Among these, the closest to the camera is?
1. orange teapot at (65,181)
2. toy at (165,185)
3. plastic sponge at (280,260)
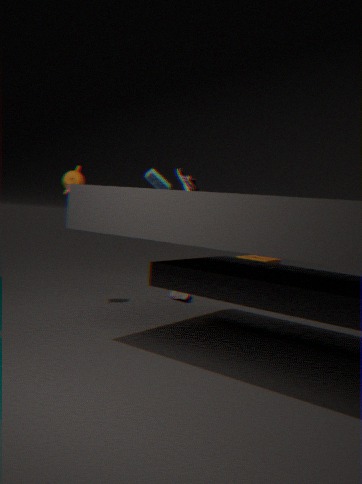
orange teapot at (65,181)
